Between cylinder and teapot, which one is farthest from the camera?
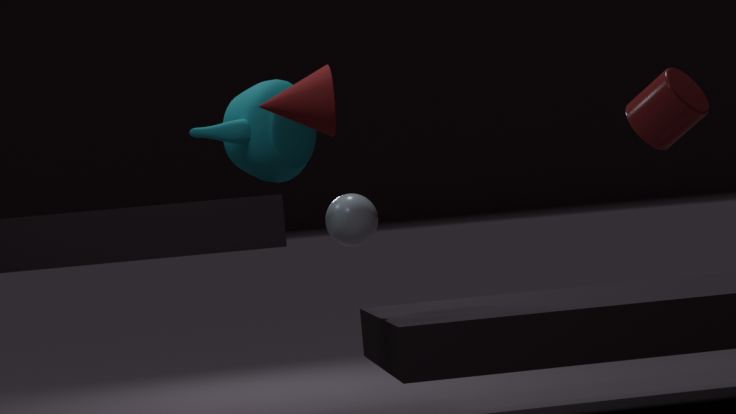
teapot
